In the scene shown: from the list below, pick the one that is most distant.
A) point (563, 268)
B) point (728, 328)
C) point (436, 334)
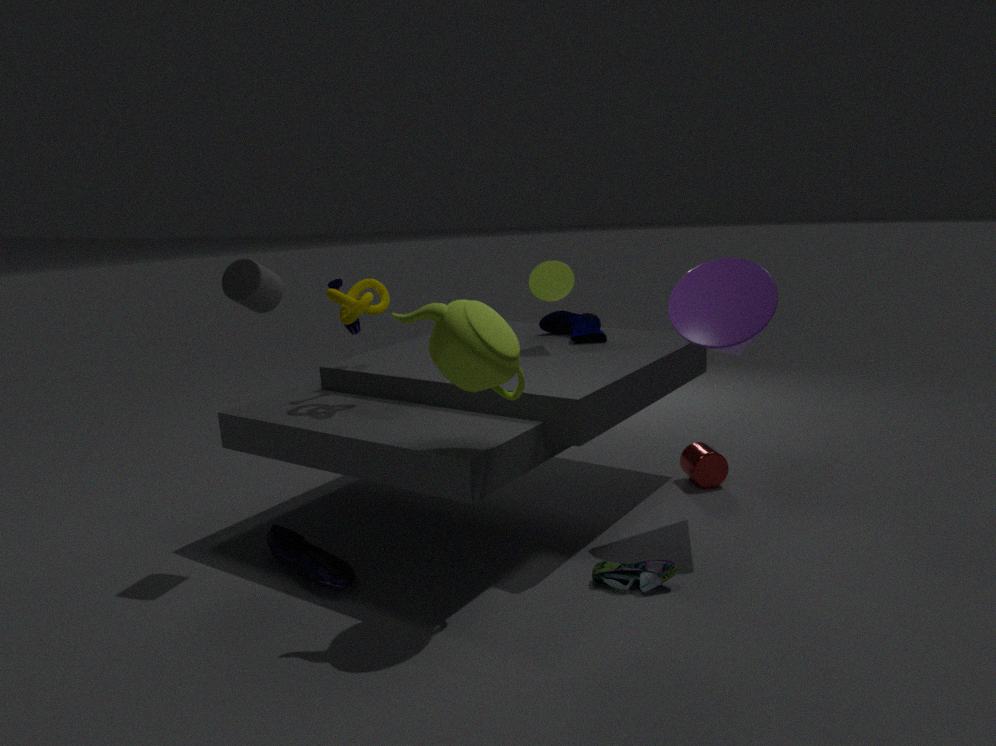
point (563, 268)
